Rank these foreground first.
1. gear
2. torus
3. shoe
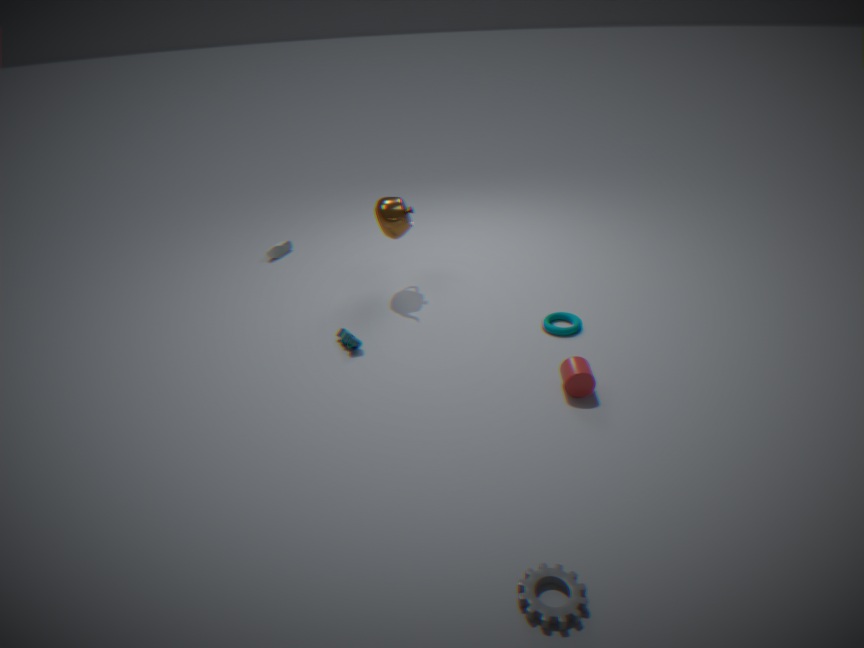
gear → torus → shoe
